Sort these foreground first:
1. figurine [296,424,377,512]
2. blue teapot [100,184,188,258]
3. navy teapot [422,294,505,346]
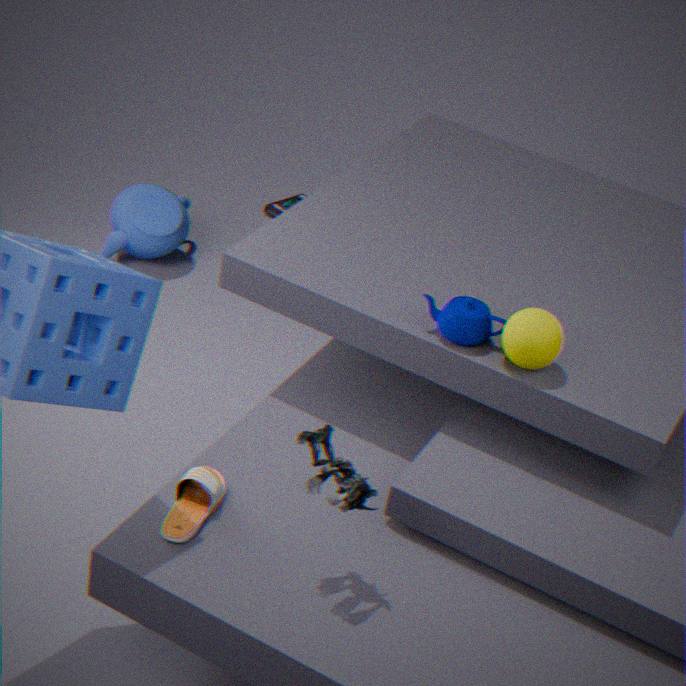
figurine [296,424,377,512], navy teapot [422,294,505,346], blue teapot [100,184,188,258]
